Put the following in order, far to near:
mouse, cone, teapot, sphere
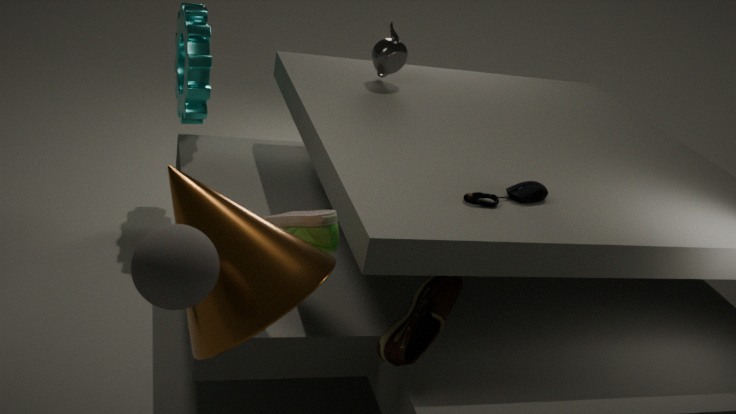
1. teapot
2. mouse
3. cone
4. sphere
